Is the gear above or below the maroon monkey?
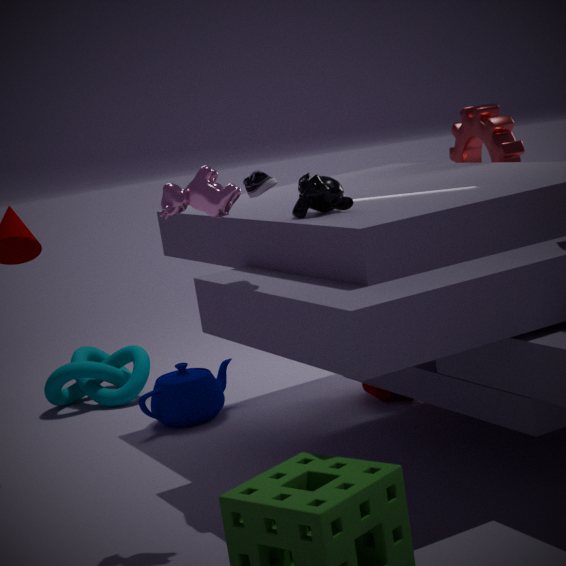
above
